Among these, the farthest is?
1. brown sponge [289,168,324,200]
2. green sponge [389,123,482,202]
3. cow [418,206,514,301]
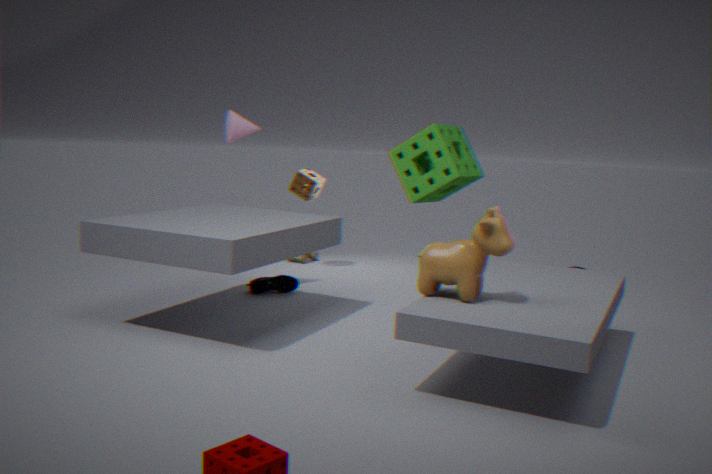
brown sponge [289,168,324,200]
